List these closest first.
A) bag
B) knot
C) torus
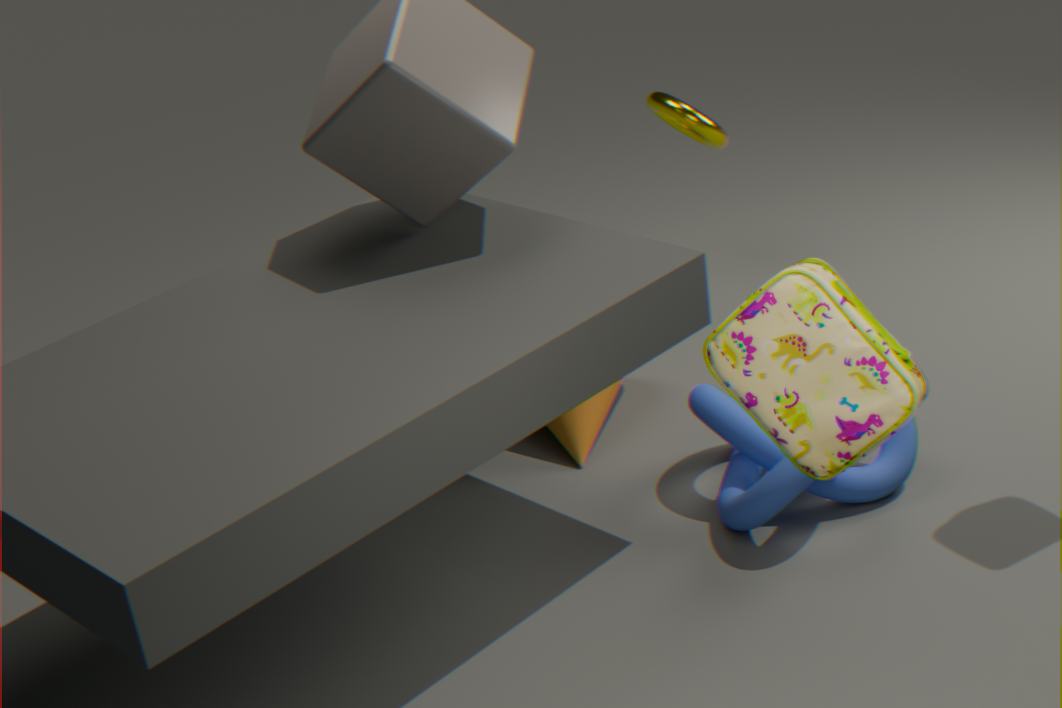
bag → knot → torus
